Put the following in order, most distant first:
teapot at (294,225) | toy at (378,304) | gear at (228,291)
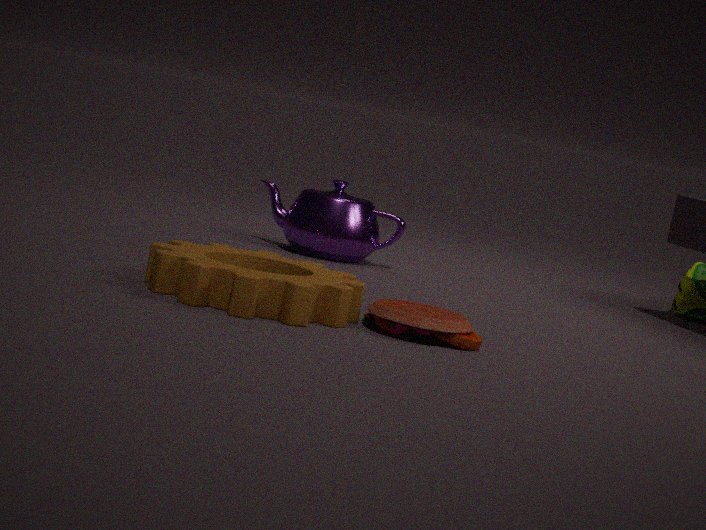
teapot at (294,225) → toy at (378,304) → gear at (228,291)
